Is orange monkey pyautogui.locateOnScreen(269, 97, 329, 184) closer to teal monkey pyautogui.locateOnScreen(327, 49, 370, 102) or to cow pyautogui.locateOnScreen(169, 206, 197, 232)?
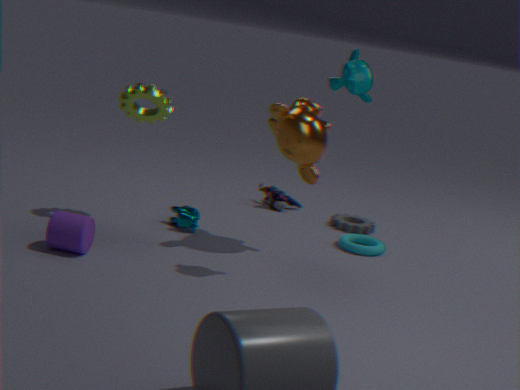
teal monkey pyautogui.locateOnScreen(327, 49, 370, 102)
